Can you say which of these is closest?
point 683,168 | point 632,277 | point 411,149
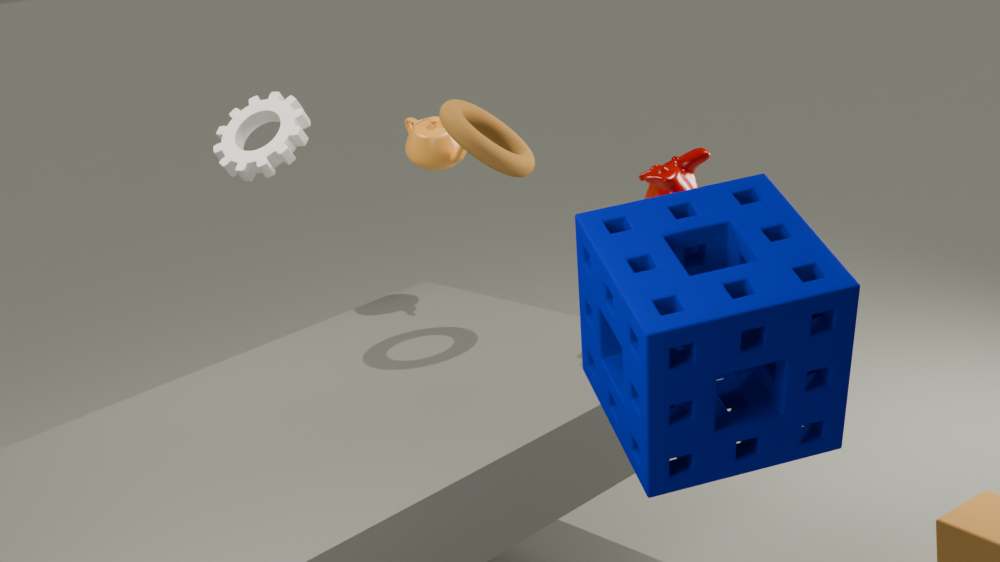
point 632,277
